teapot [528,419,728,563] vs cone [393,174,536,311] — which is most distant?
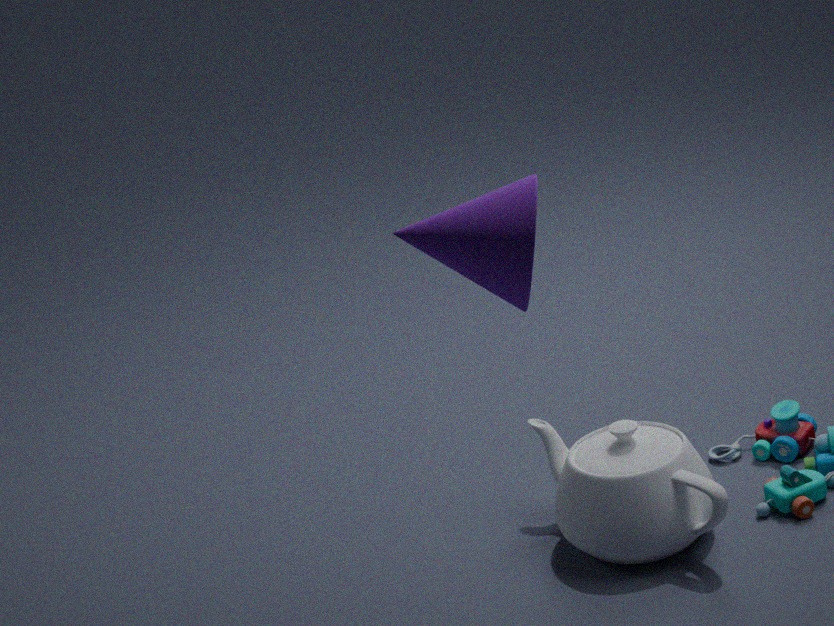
teapot [528,419,728,563]
